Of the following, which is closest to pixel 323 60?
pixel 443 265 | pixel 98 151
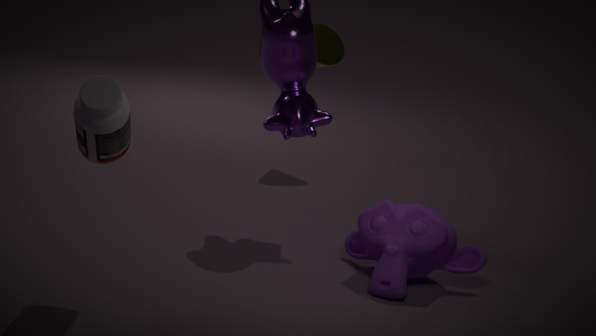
pixel 443 265
